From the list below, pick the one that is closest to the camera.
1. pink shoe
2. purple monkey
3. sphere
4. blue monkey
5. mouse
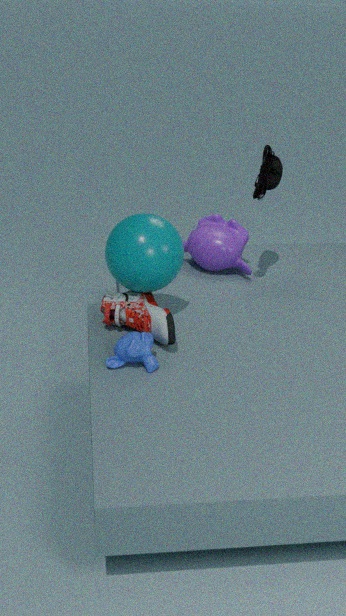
blue monkey
